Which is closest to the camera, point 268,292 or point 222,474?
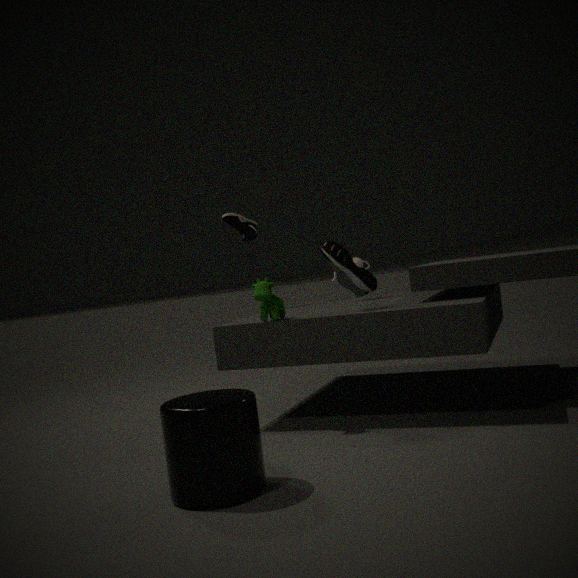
point 222,474
